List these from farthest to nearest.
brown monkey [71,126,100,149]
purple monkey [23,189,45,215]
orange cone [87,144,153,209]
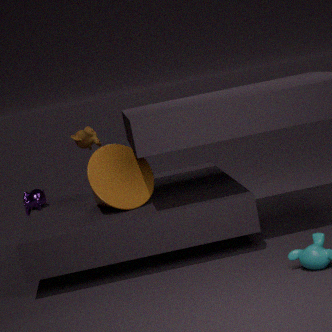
brown monkey [71,126,100,149], purple monkey [23,189,45,215], orange cone [87,144,153,209]
